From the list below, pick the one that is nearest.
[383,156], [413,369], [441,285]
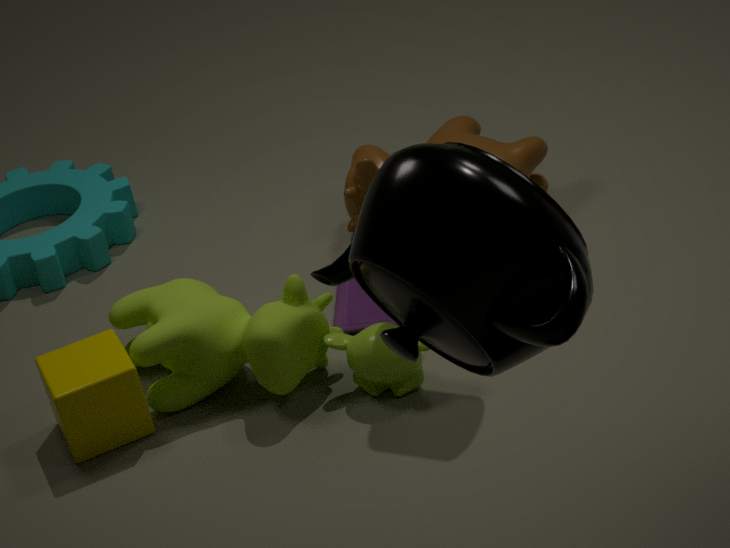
[441,285]
